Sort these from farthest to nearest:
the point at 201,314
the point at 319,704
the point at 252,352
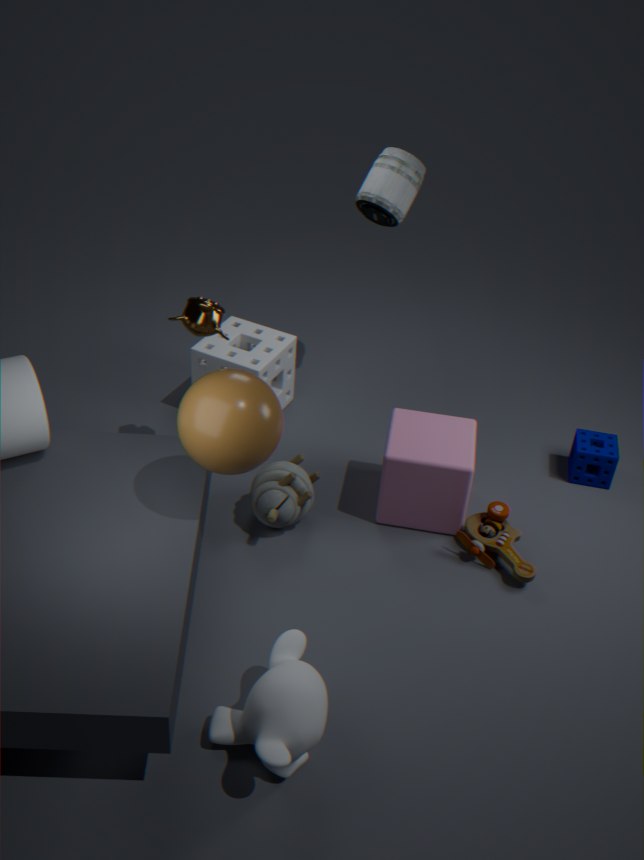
the point at 252,352, the point at 201,314, the point at 319,704
